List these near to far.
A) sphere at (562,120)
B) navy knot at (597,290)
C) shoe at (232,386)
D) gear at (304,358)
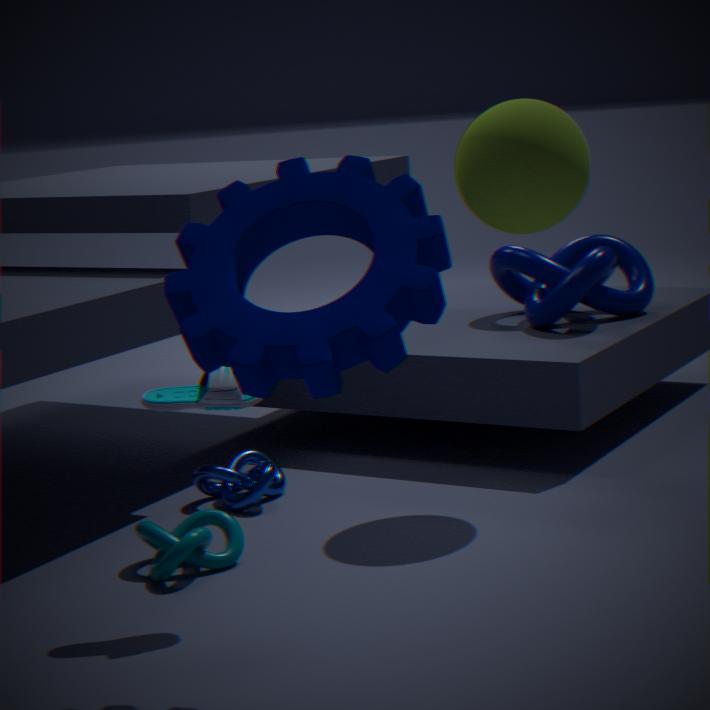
gear at (304,358) < shoe at (232,386) < sphere at (562,120) < navy knot at (597,290)
